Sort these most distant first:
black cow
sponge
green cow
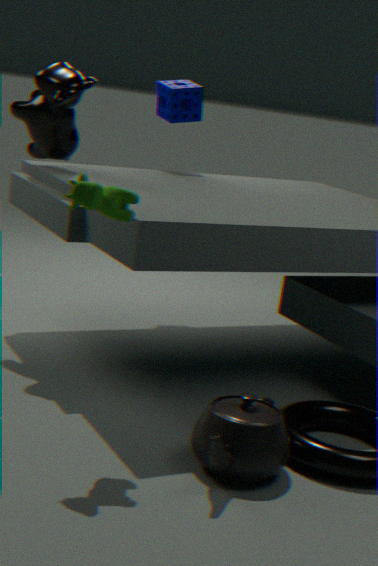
sponge < black cow < green cow
